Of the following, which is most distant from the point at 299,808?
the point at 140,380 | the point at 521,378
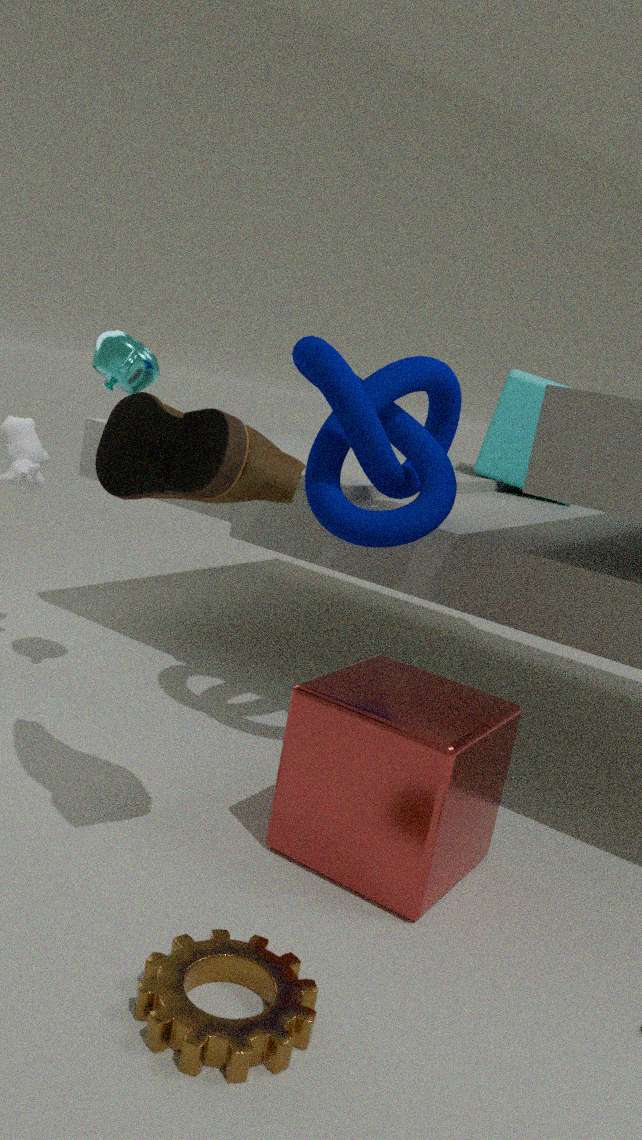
the point at 521,378
